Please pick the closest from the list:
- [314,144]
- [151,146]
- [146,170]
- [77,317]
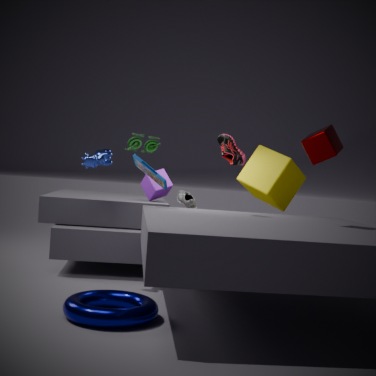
[77,317]
